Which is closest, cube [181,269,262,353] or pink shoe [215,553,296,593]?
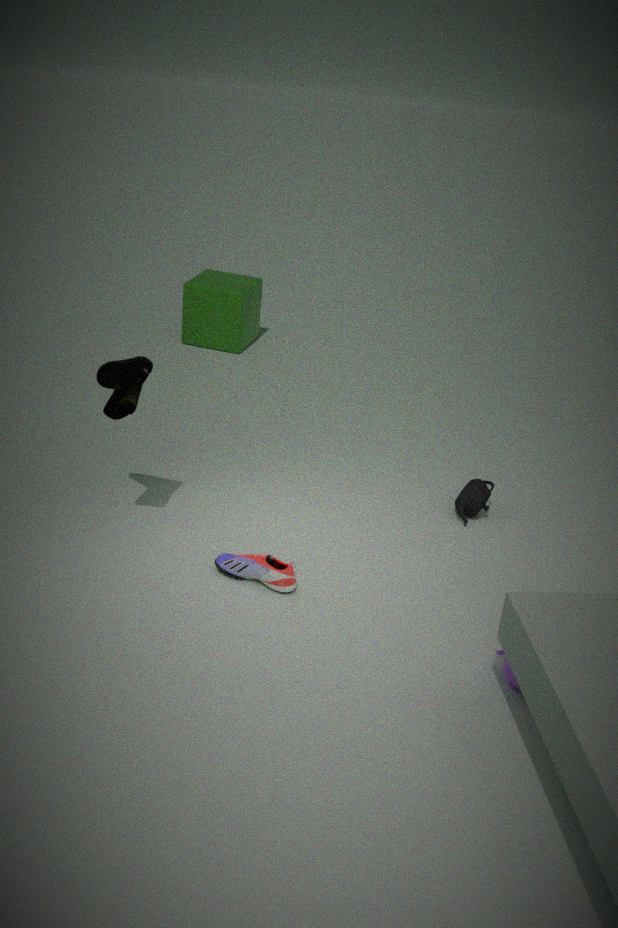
pink shoe [215,553,296,593]
